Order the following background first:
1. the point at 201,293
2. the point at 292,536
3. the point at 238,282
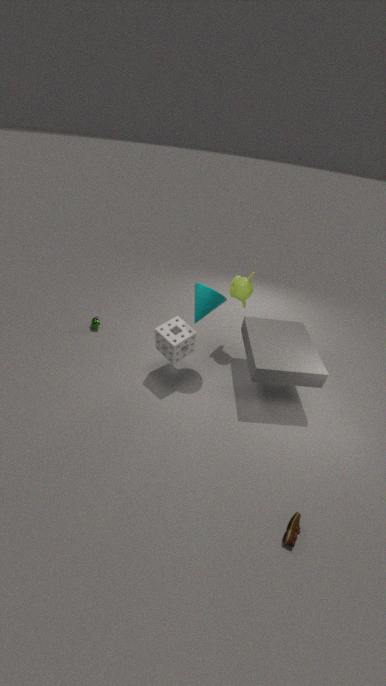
1. the point at 238,282
2. the point at 201,293
3. the point at 292,536
